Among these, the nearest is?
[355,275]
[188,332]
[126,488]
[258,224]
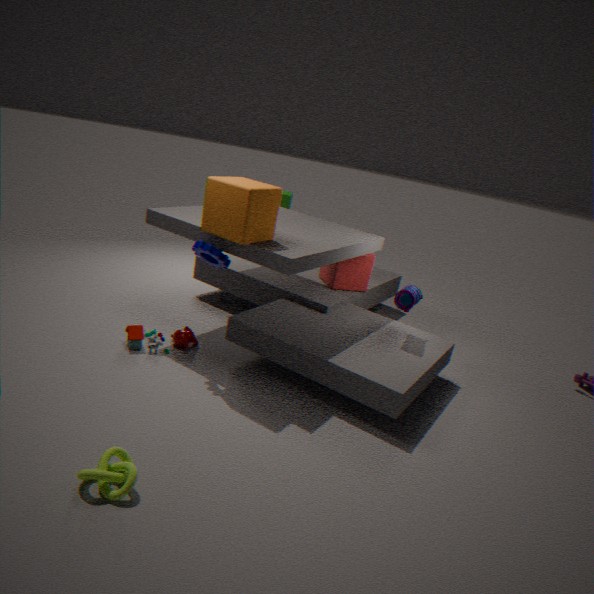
[126,488]
